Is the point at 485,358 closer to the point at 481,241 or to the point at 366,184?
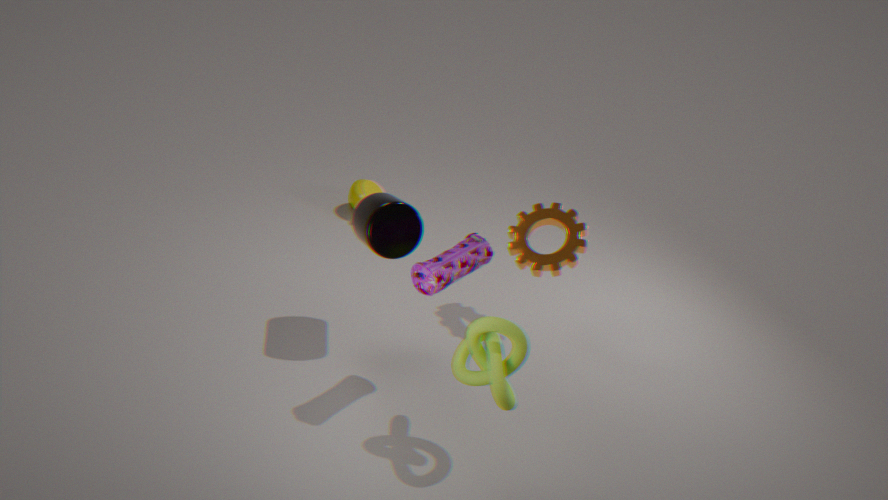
the point at 481,241
